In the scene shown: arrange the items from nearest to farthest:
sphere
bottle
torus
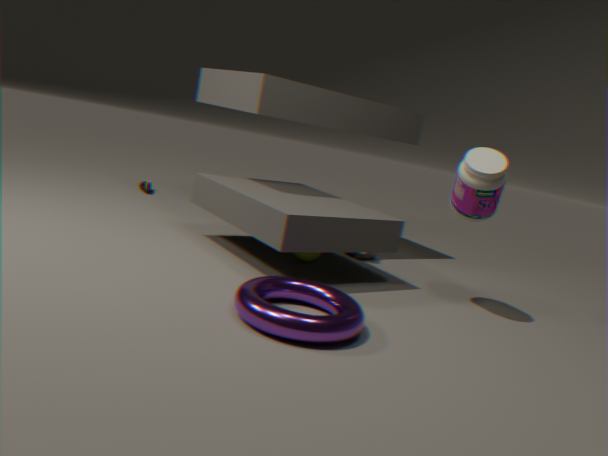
torus < bottle < sphere
